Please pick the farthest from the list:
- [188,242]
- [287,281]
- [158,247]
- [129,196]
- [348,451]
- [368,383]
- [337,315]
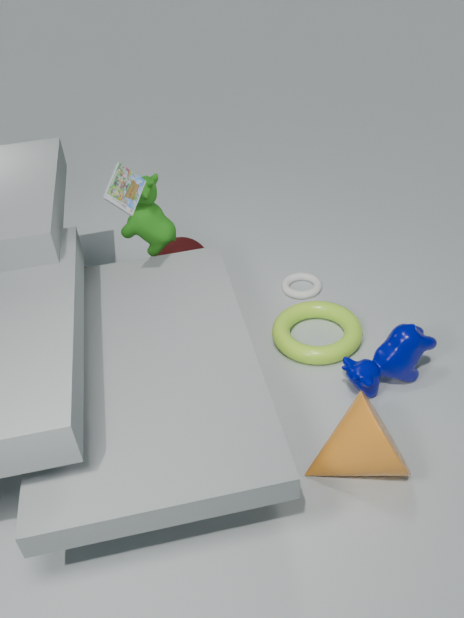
[287,281]
